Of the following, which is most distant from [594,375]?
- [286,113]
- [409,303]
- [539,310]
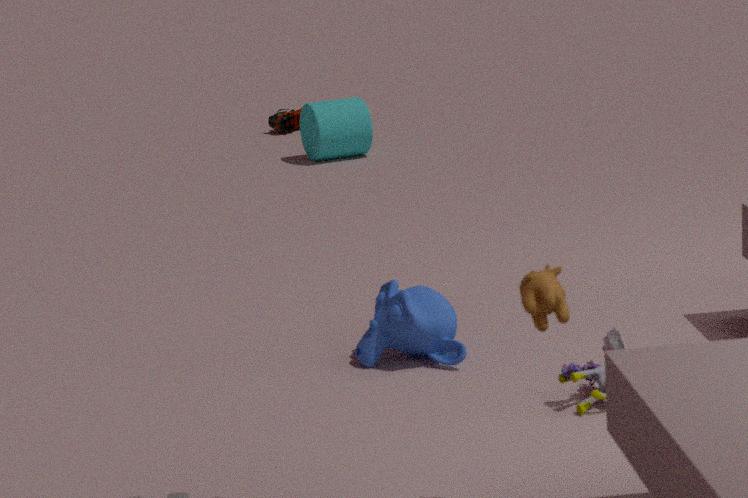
[286,113]
